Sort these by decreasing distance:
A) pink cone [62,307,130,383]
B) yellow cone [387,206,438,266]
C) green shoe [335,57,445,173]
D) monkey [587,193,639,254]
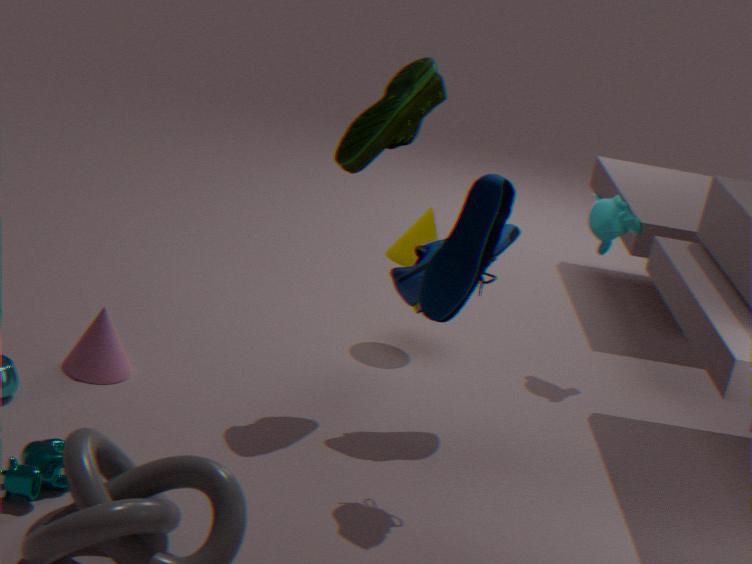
monkey [587,193,639,254] → yellow cone [387,206,438,266] → pink cone [62,307,130,383] → green shoe [335,57,445,173]
